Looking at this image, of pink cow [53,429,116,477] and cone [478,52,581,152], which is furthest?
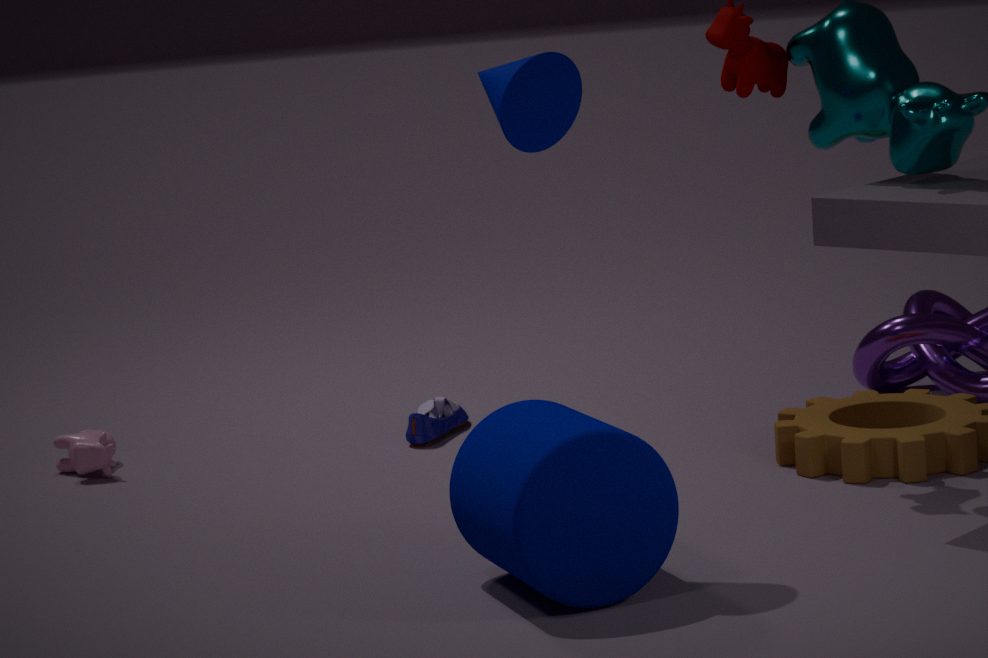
pink cow [53,429,116,477]
